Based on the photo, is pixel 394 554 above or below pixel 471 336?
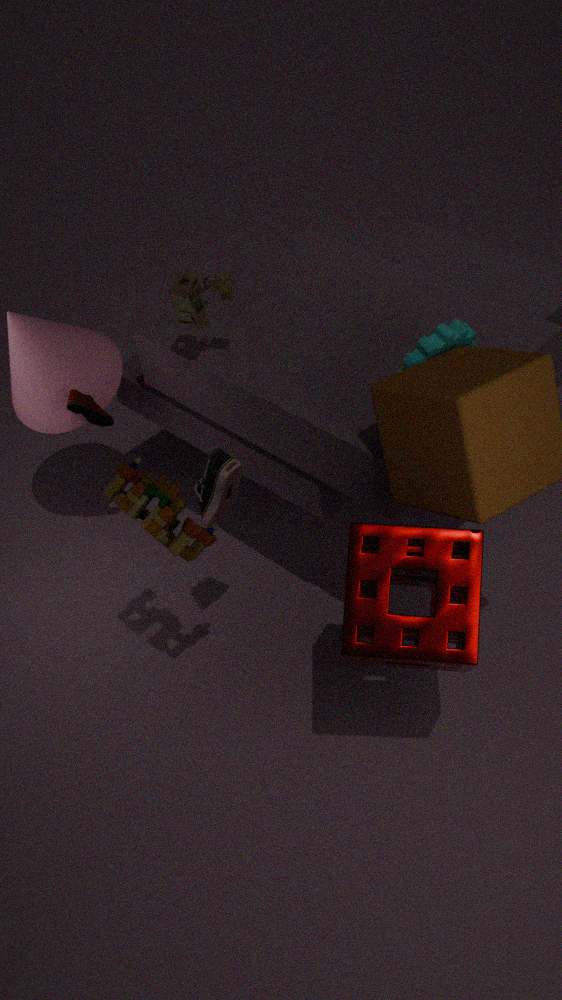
below
